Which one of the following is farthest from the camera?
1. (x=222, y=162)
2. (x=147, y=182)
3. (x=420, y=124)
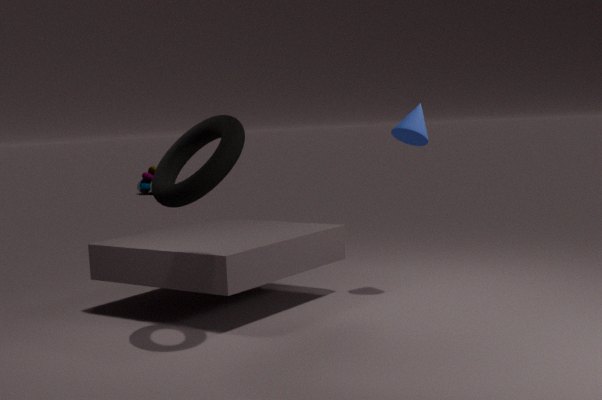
(x=147, y=182)
